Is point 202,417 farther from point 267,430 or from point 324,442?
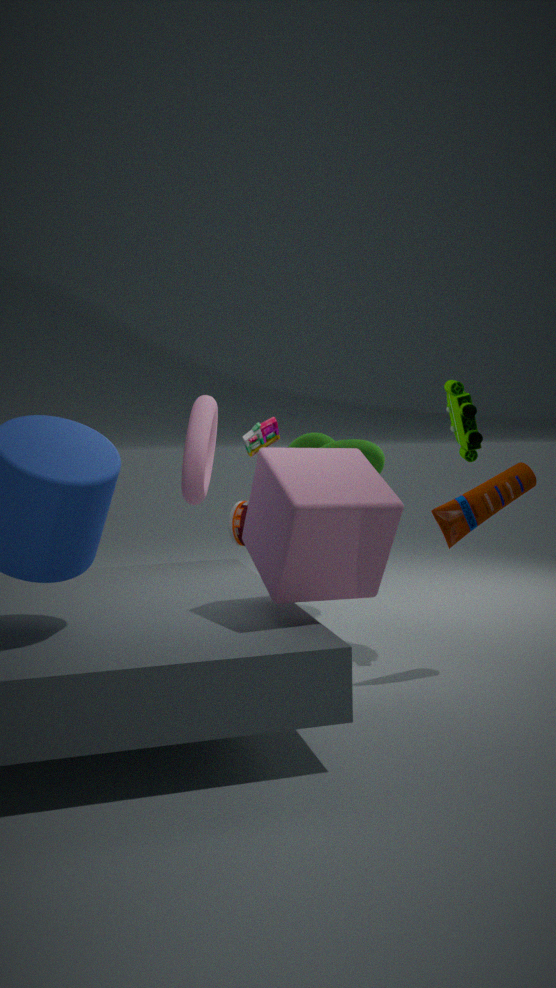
point 324,442
